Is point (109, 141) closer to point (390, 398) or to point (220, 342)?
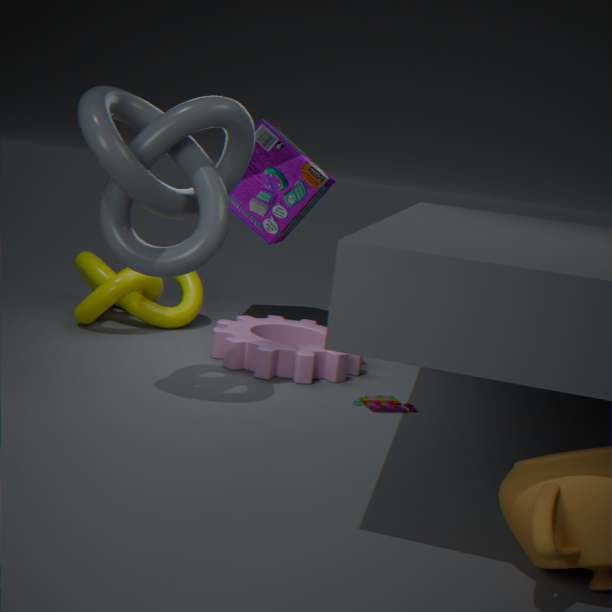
point (220, 342)
